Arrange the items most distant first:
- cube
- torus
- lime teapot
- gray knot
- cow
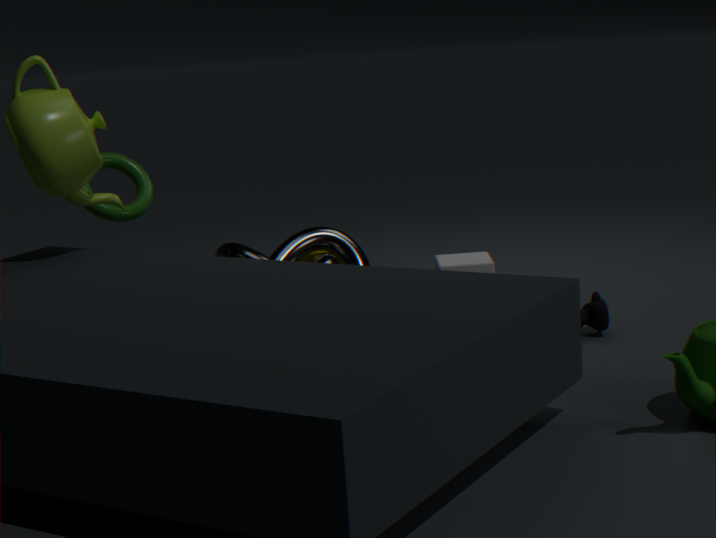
gray knot
cube
torus
cow
lime teapot
